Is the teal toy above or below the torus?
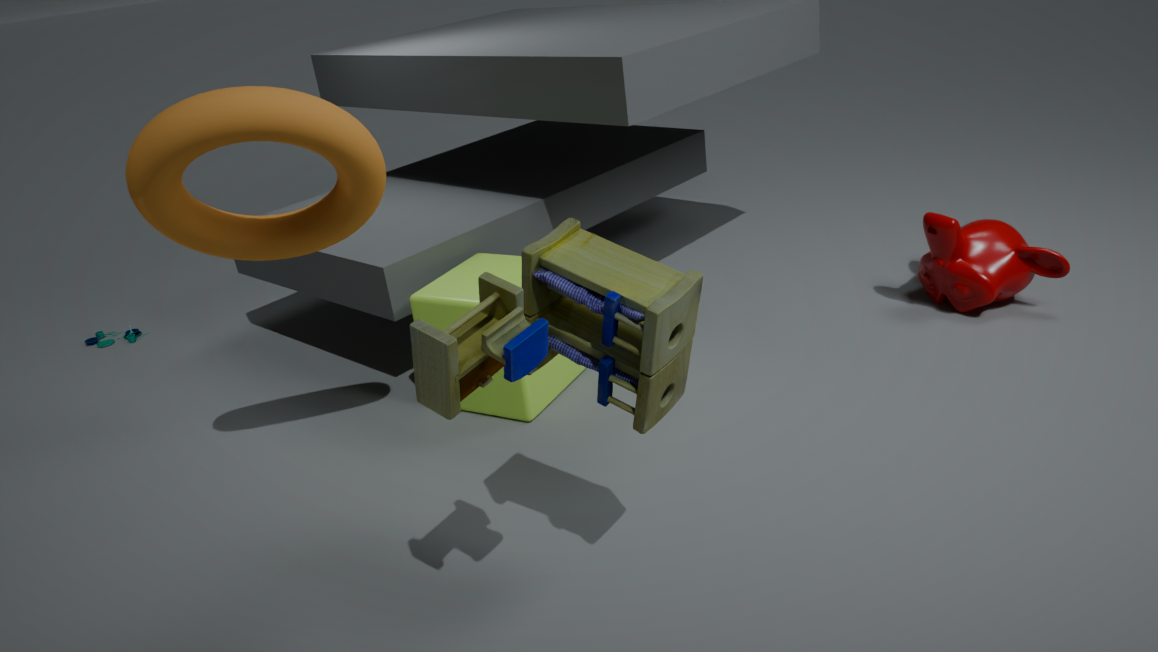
below
